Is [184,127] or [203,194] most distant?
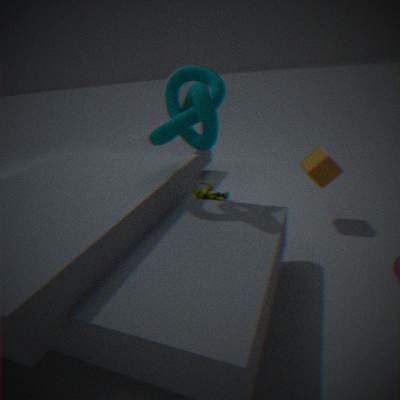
[203,194]
